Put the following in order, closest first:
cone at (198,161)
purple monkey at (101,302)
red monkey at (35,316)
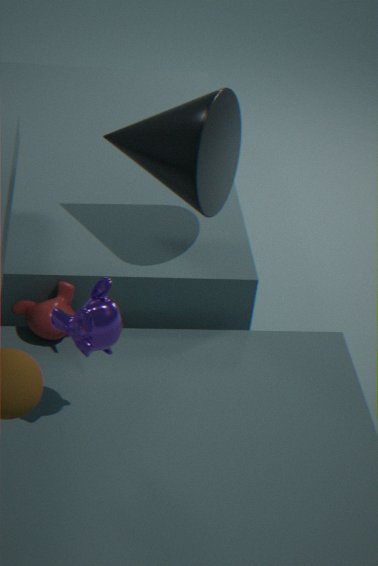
1. purple monkey at (101,302)
2. cone at (198,161)
3. red monkey at (35,316)
